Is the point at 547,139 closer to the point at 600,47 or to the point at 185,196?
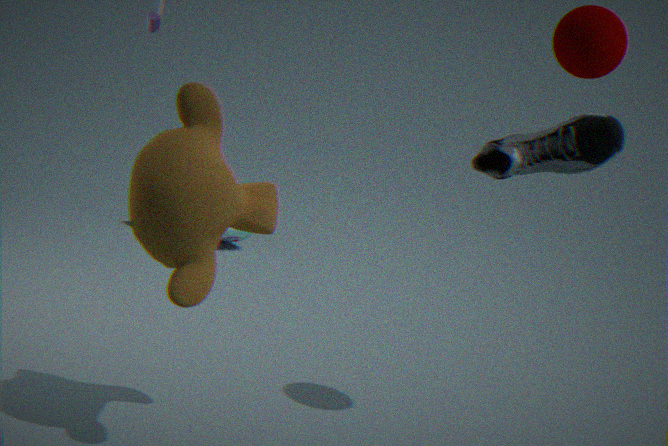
the point at 600,47
